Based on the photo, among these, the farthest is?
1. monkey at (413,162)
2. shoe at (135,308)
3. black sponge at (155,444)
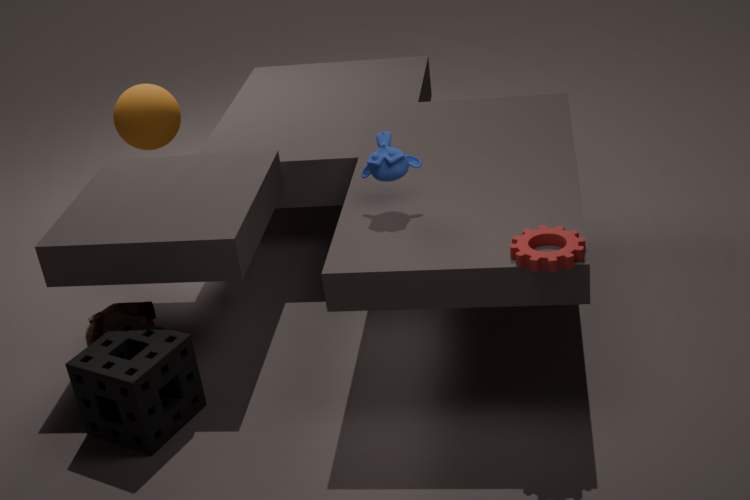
shoe at (135,308)
